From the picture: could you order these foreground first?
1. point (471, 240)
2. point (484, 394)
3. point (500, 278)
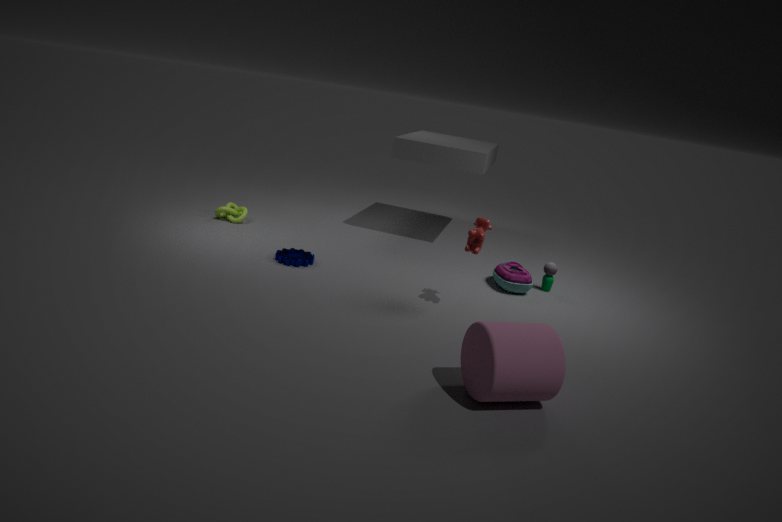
point (484, 394), point (471, 240), point (500, 278)
